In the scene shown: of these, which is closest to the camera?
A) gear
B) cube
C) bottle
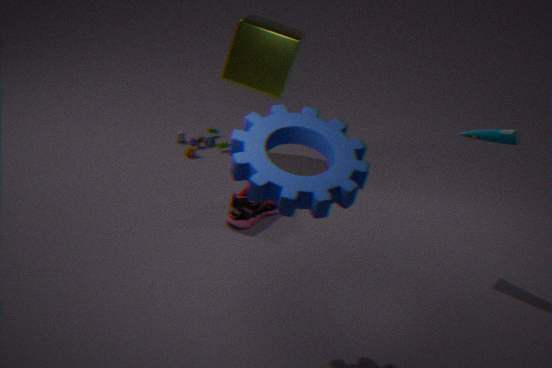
A. gear
